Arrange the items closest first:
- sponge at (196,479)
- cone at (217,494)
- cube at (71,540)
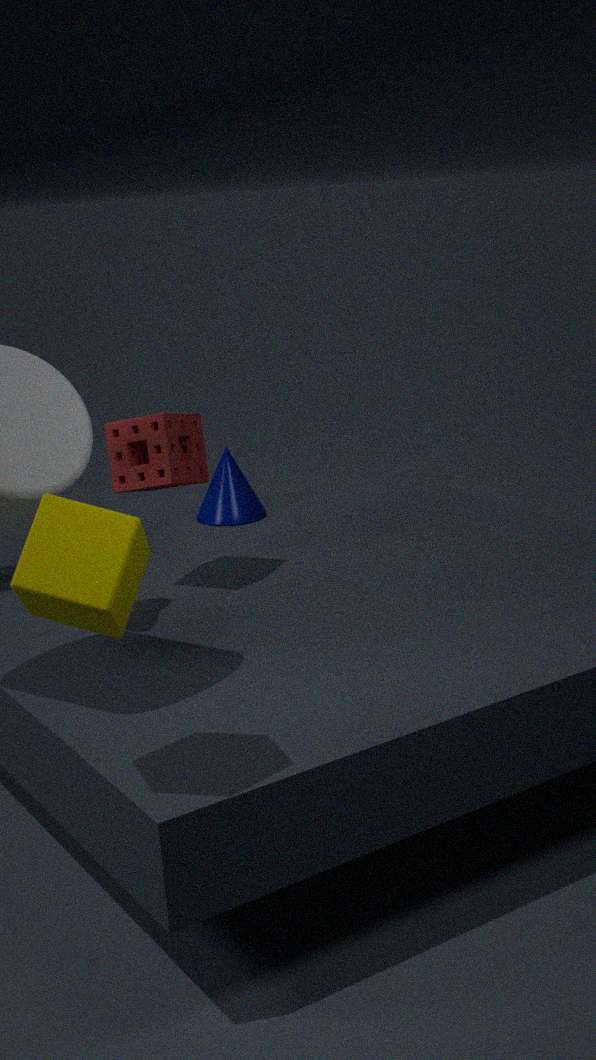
cube at (71,540) < sponge at (196,479) < cone at (217,494)
